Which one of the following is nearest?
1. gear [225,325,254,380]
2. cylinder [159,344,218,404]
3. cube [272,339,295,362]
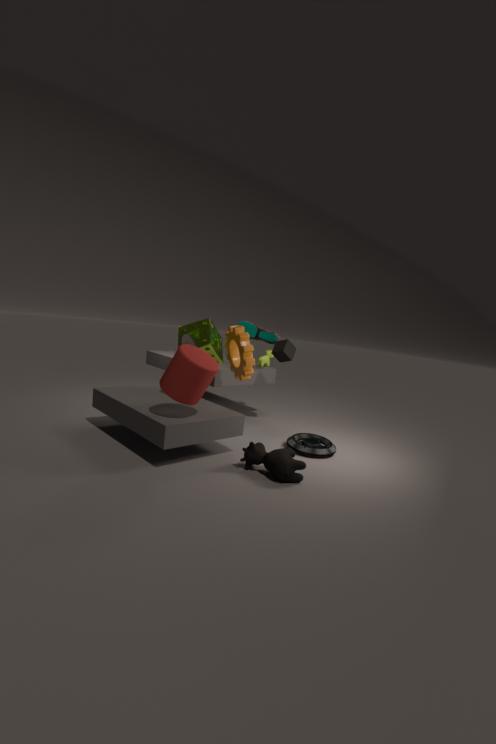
cylinder [159,344,218,404]
